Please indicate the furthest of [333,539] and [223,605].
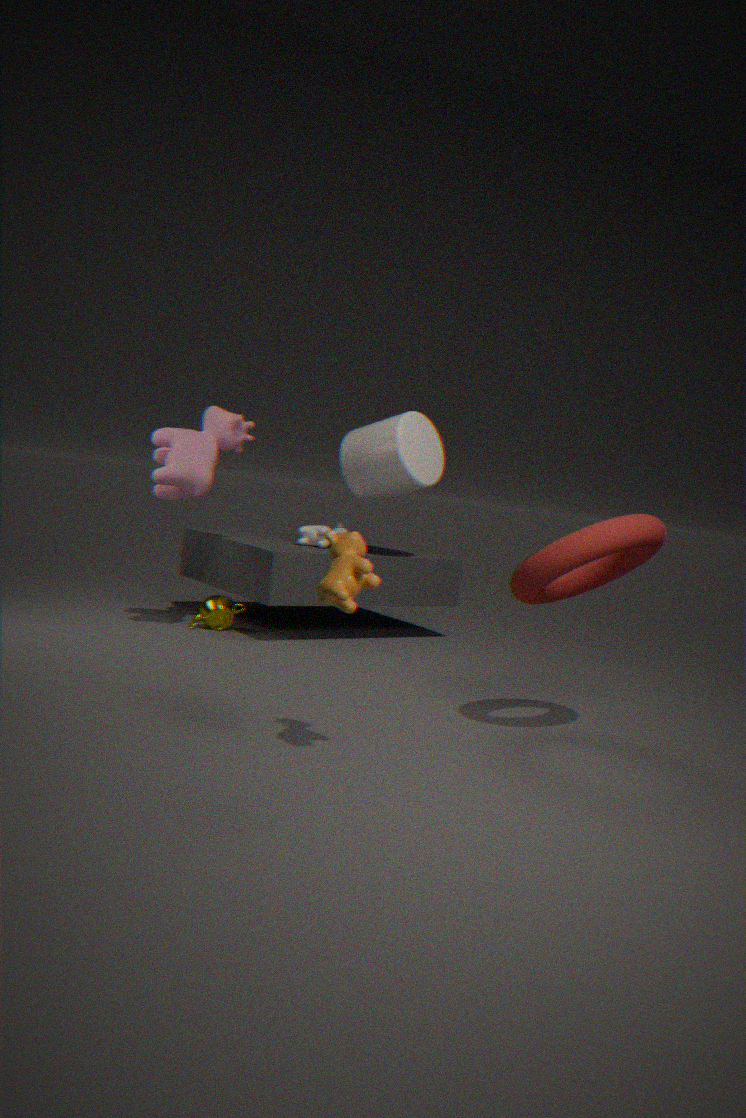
[223,605]
